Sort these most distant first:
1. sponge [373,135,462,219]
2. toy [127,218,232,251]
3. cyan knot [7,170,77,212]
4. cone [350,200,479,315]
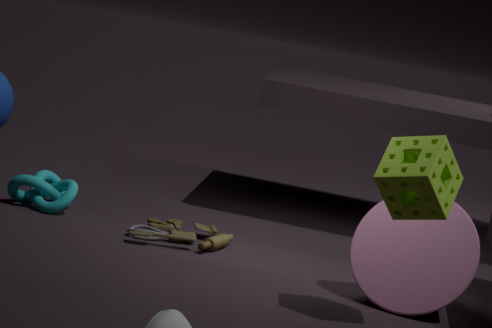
cyan knot [7,170,77,212] → toy [127,218,232,251] → cone [350,200,479,315] → sponge [373,135,462,219]
